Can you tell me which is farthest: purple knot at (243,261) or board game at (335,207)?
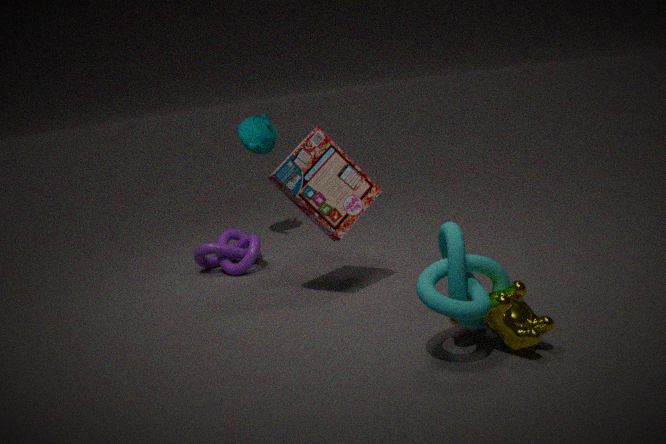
purple knot at (243,261)
